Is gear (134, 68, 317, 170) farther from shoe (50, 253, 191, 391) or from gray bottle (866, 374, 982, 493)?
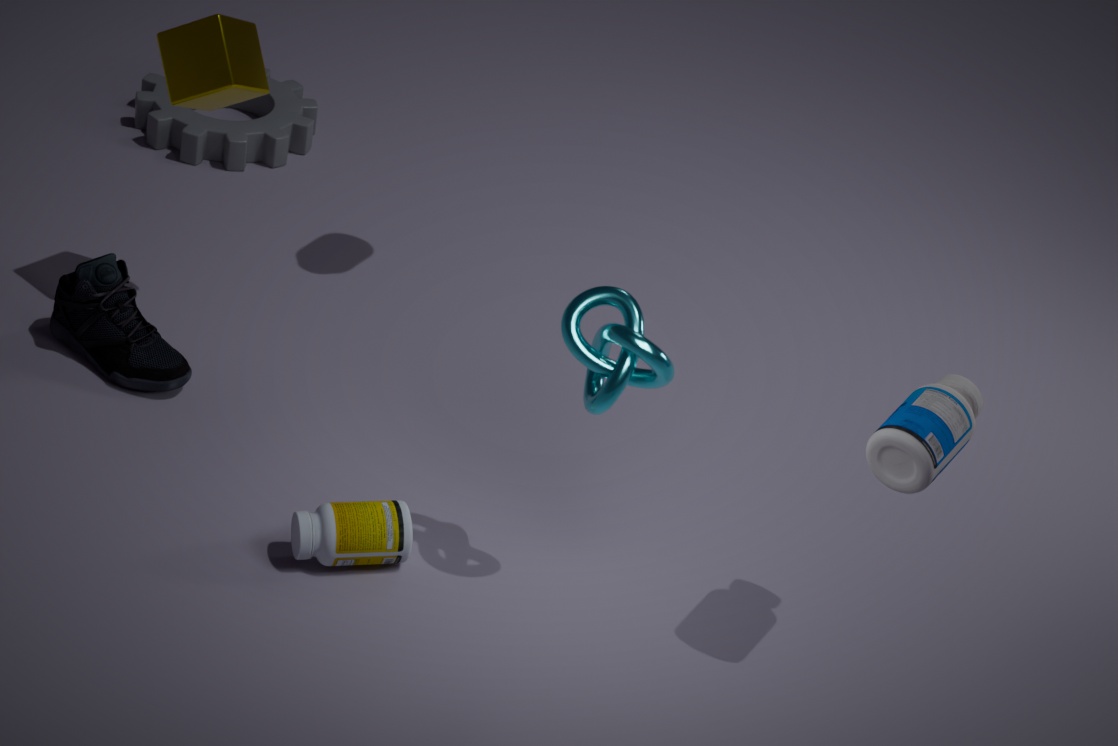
gray bottle (866, 374, 982, 493)
